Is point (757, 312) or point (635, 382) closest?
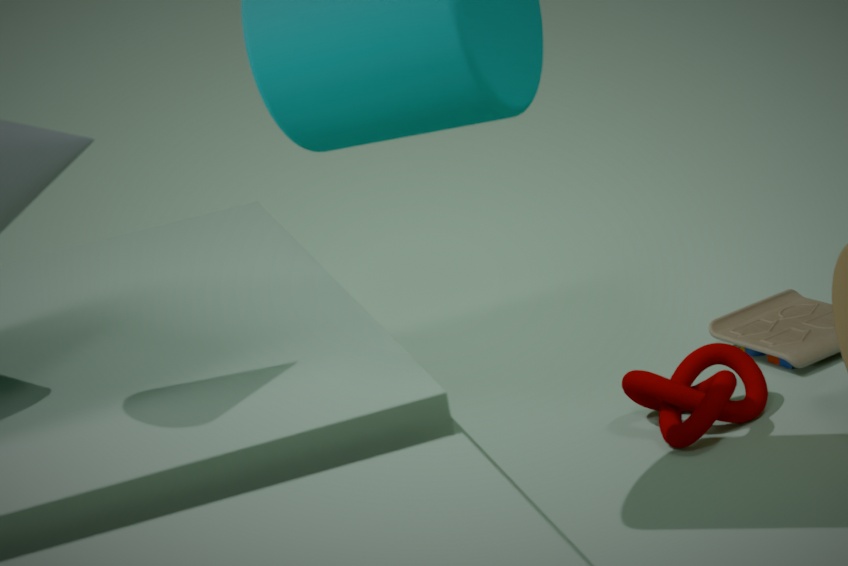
point (635, 382)
